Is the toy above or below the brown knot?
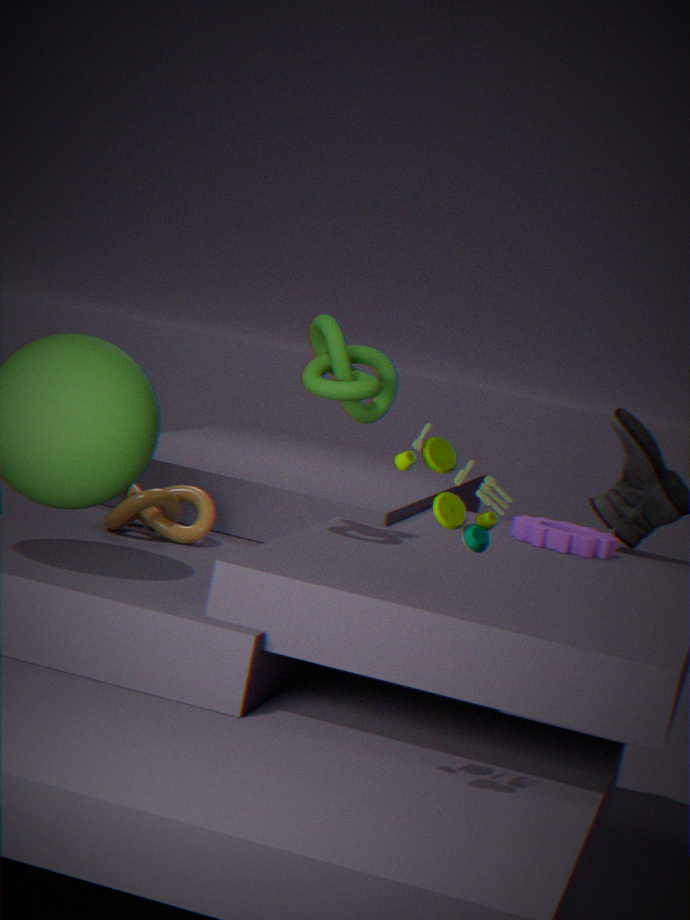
above
